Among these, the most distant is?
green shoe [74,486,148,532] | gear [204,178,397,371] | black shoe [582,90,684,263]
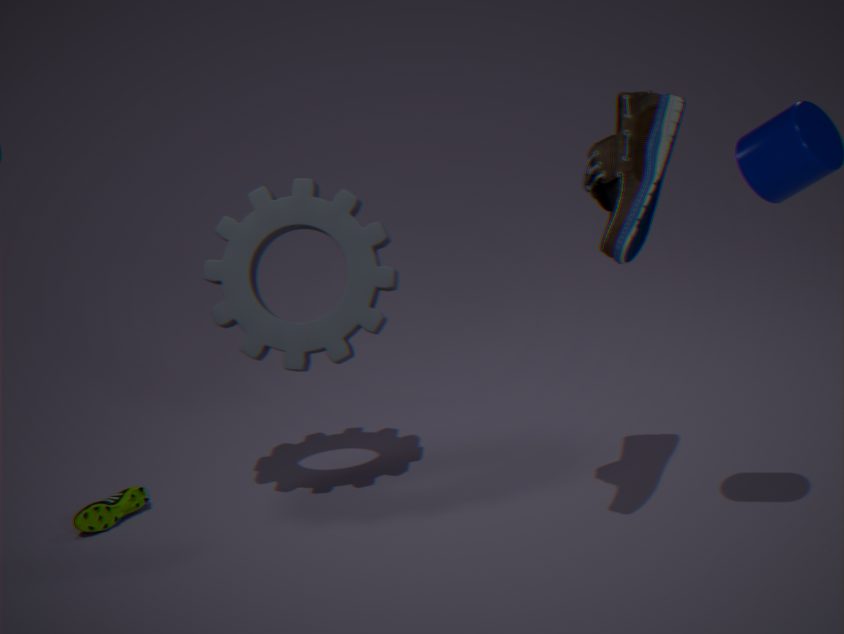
green shoe [74,486,148,532]
